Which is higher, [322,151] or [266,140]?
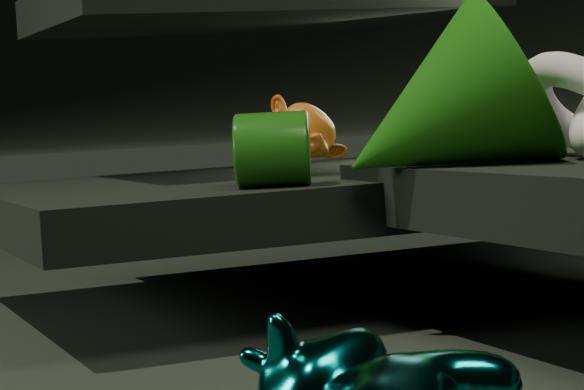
[322,151]
